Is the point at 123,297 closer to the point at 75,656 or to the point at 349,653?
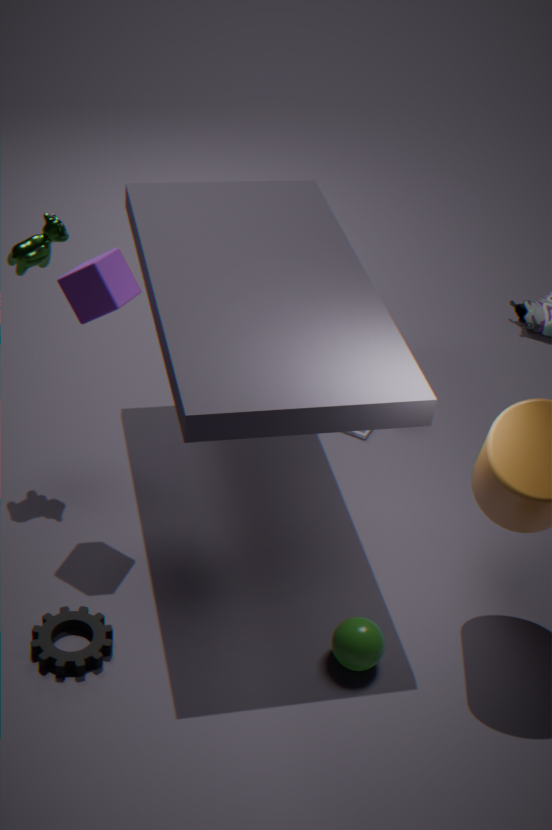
the point at 75,656
